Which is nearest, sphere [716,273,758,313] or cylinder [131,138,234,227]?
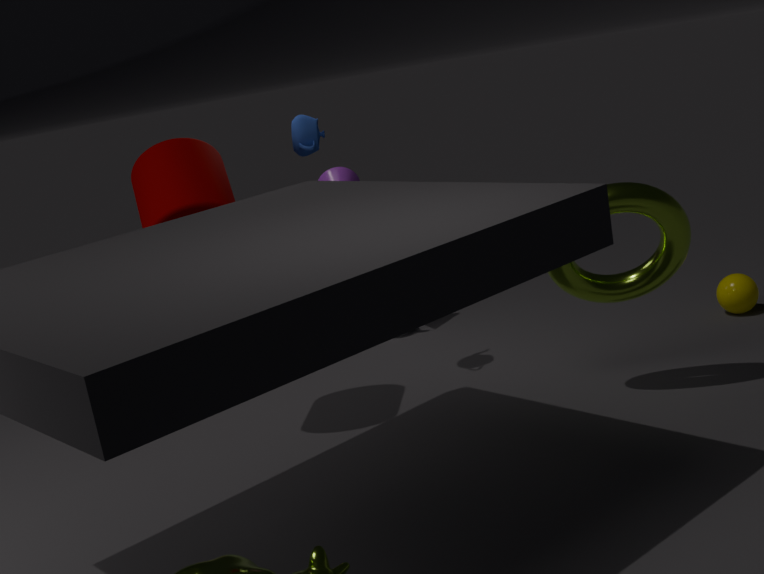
cylinder [131,138,234,227]
